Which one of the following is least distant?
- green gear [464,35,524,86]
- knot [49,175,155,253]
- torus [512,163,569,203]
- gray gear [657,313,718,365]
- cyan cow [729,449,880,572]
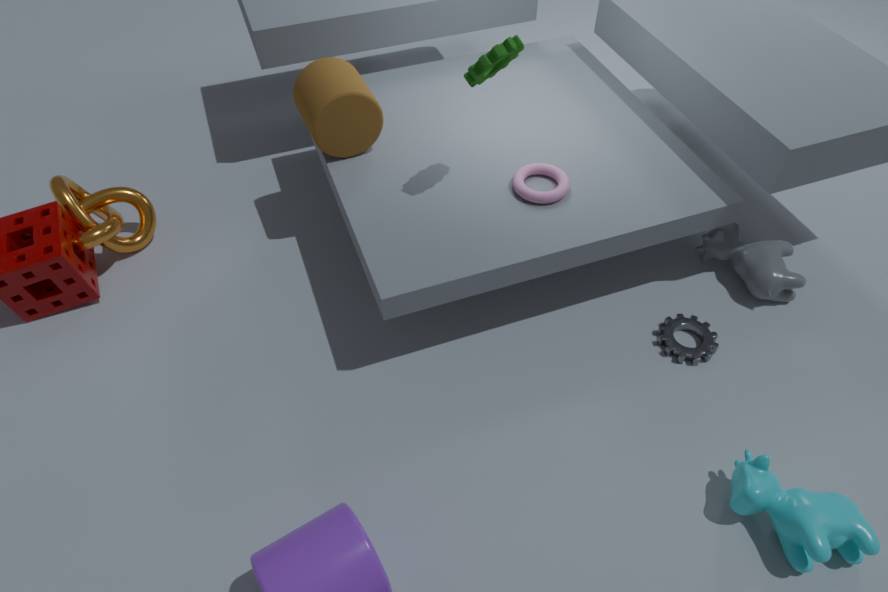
cyan cow [729,449,880,572]
